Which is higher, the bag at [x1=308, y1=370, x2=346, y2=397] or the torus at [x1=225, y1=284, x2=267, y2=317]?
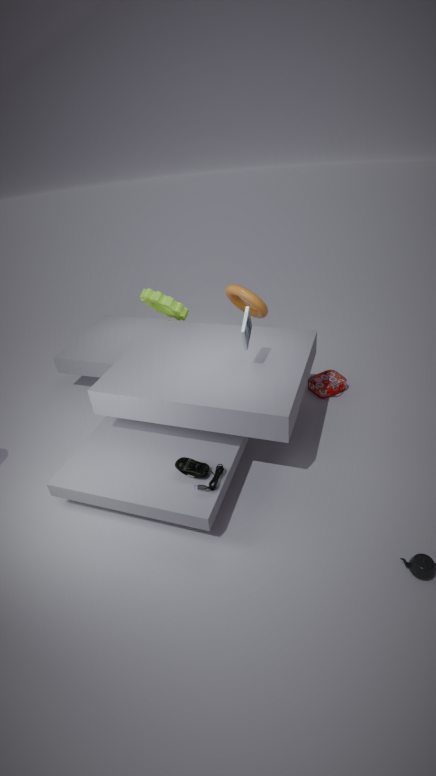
the torus at [x1=225, y1=284, x2=267, y2=317]
